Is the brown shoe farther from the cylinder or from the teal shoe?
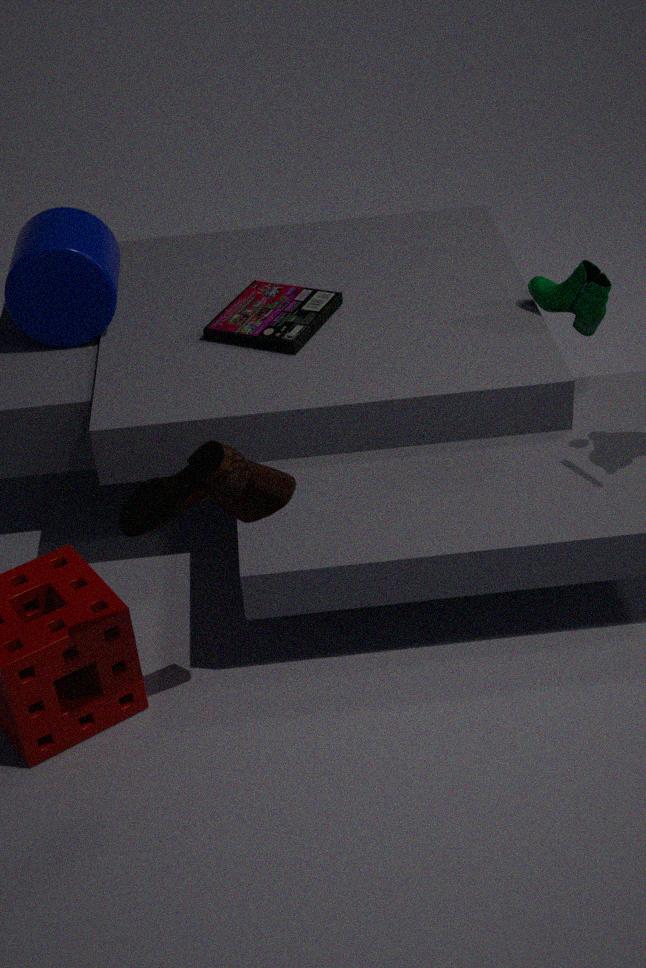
the teal shoe
